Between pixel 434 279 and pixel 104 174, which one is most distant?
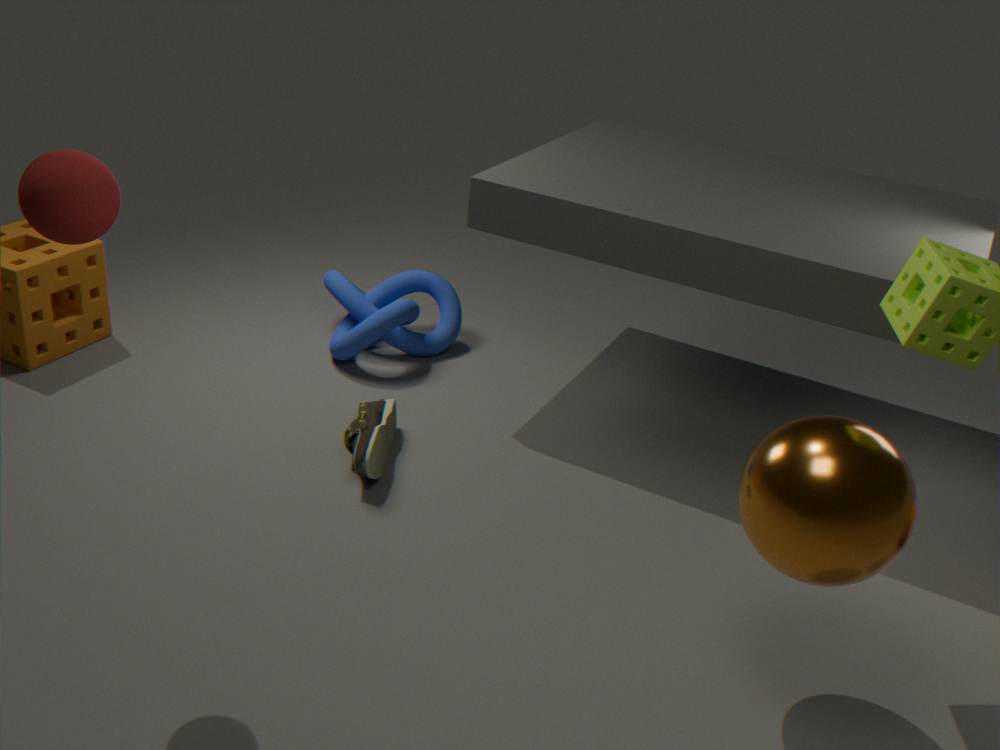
pixel 434 279
